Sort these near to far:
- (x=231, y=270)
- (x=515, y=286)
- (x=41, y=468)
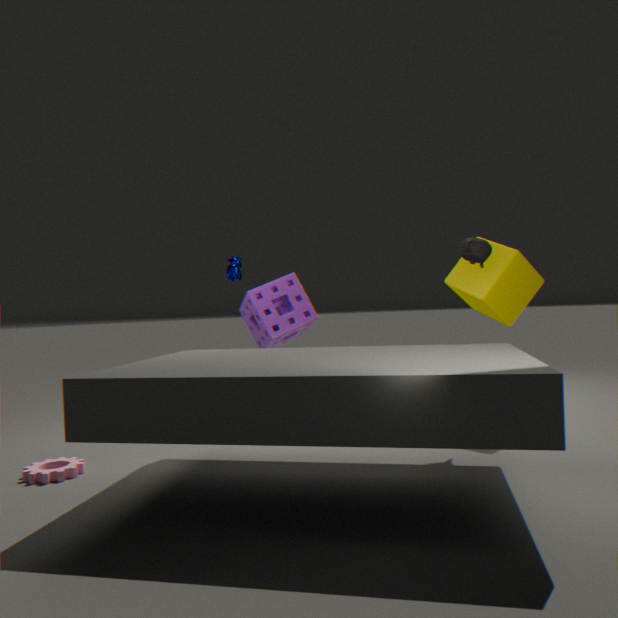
(x=41, y=468) → (x=515, y=286) → (x=231, y=270)
